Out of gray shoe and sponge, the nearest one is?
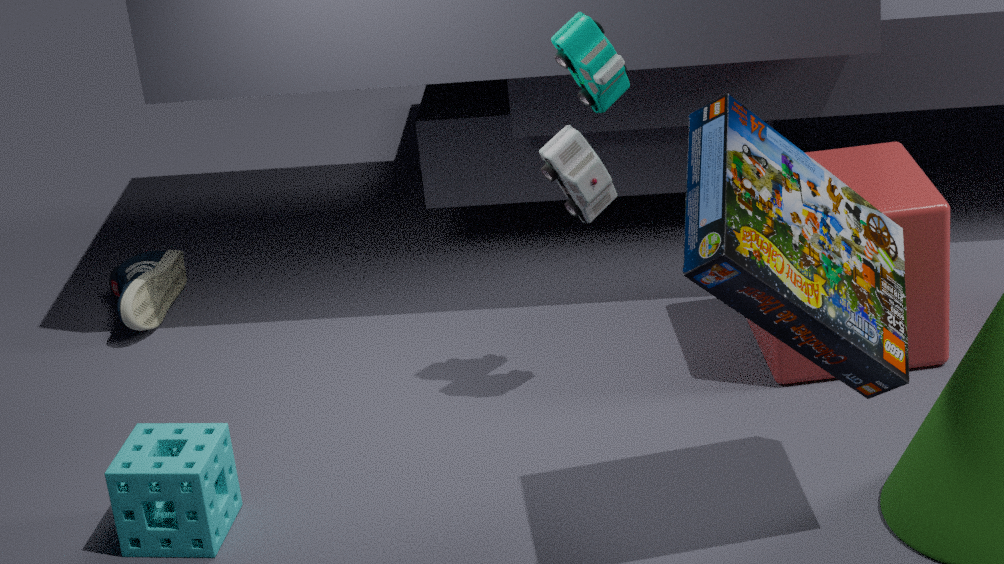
sponge
